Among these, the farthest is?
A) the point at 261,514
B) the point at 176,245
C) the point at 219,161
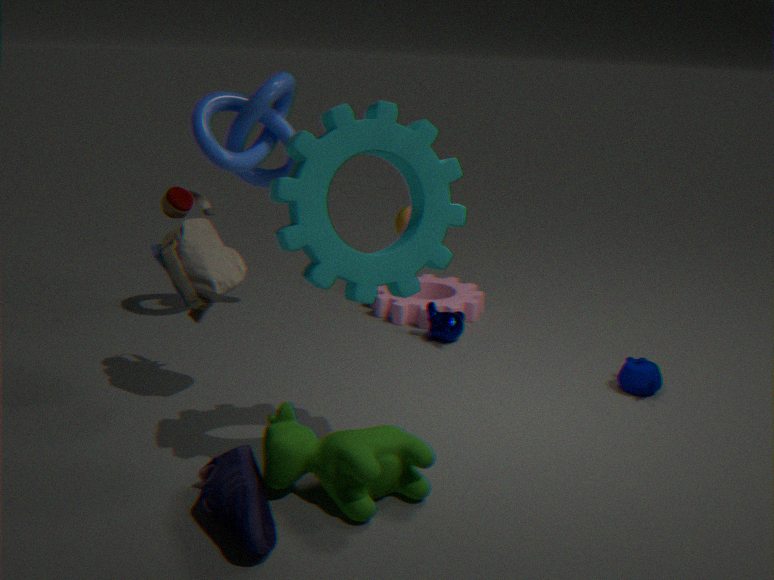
the point at 219,161
